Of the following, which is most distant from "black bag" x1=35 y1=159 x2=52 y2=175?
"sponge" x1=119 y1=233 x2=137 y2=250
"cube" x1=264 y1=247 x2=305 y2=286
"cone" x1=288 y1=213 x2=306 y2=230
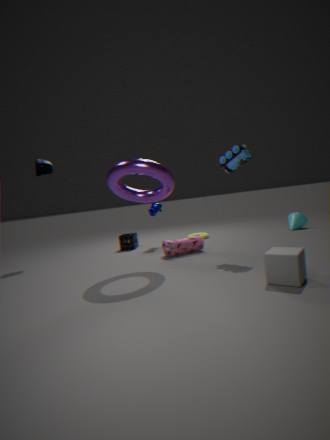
"cone" x1=288 y1=213 x2=306 y2=230
